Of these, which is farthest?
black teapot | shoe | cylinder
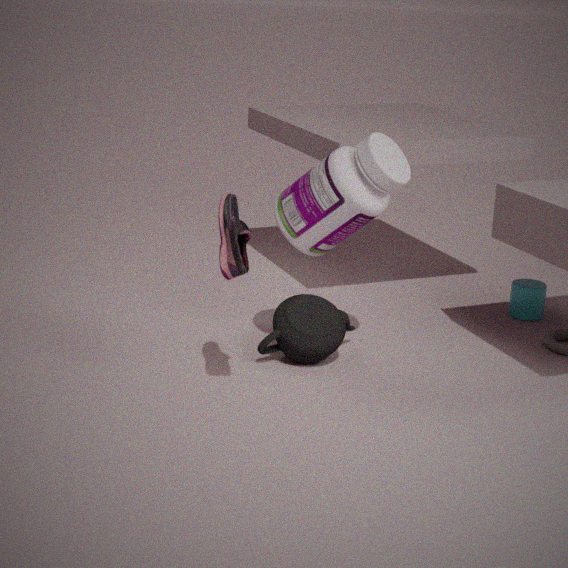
cylinder
